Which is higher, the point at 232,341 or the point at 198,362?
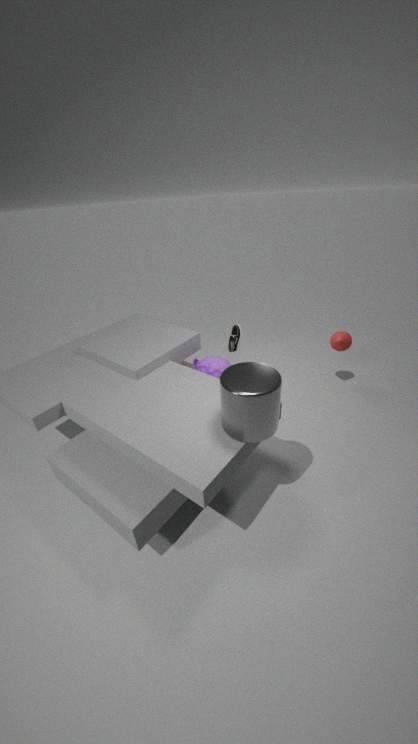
the point at 198,362
